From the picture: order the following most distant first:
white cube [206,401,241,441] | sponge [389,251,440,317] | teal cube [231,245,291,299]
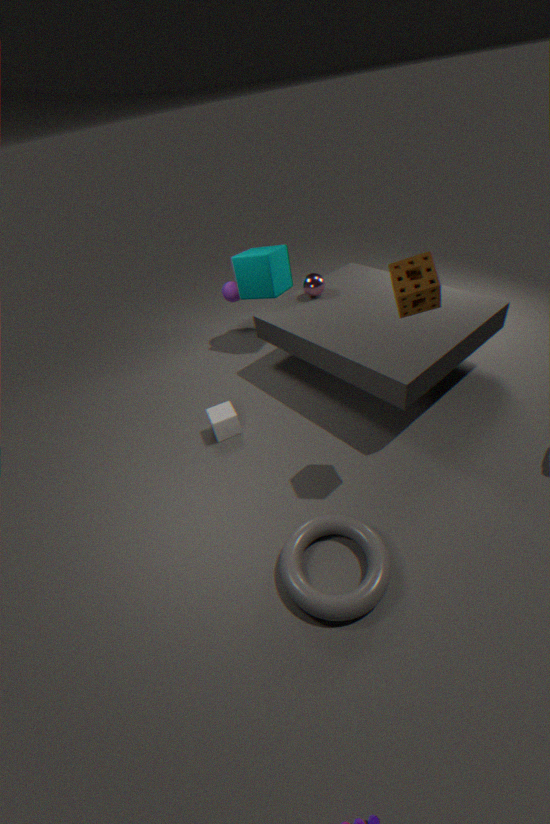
teal cube [231,245,291,299] < white cube [206,401,241,441] < sponge [389,251,440,317]
